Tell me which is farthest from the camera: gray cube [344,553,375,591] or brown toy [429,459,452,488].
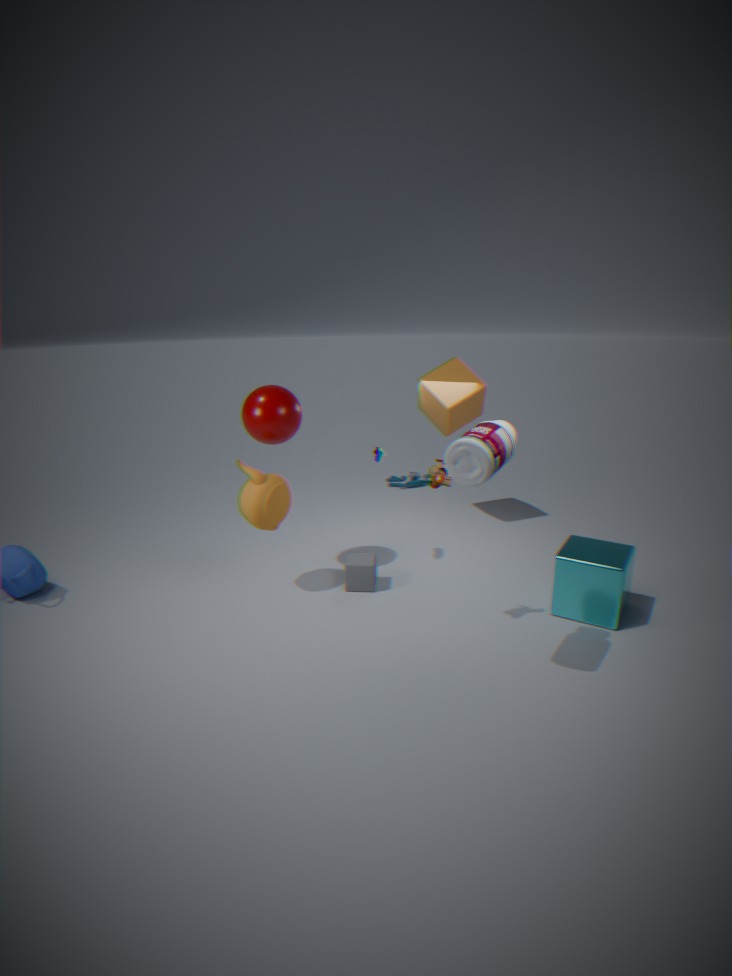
gray cube [344,553,375,591]
